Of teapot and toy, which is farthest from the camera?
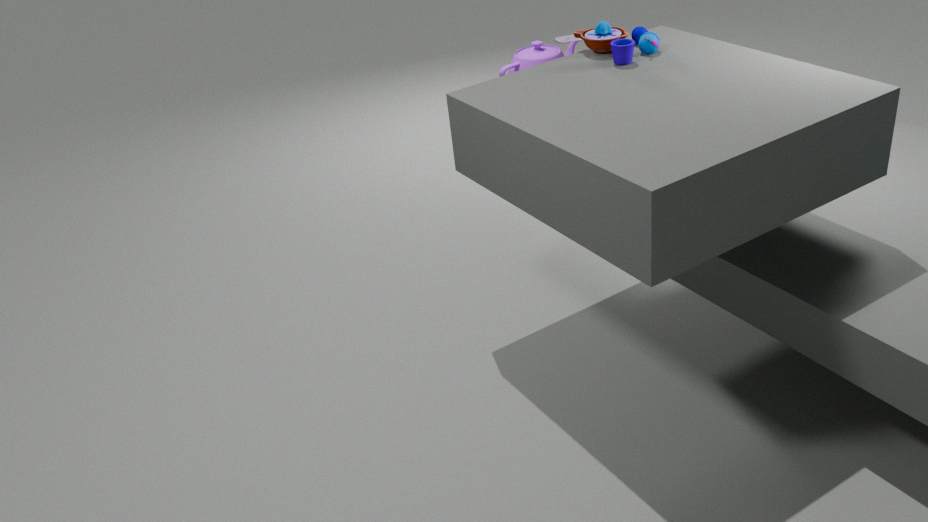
teapot
